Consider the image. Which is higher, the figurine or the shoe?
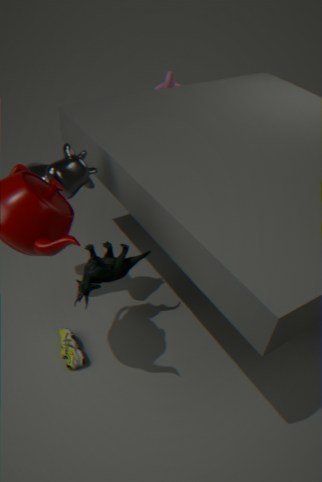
the figurine
